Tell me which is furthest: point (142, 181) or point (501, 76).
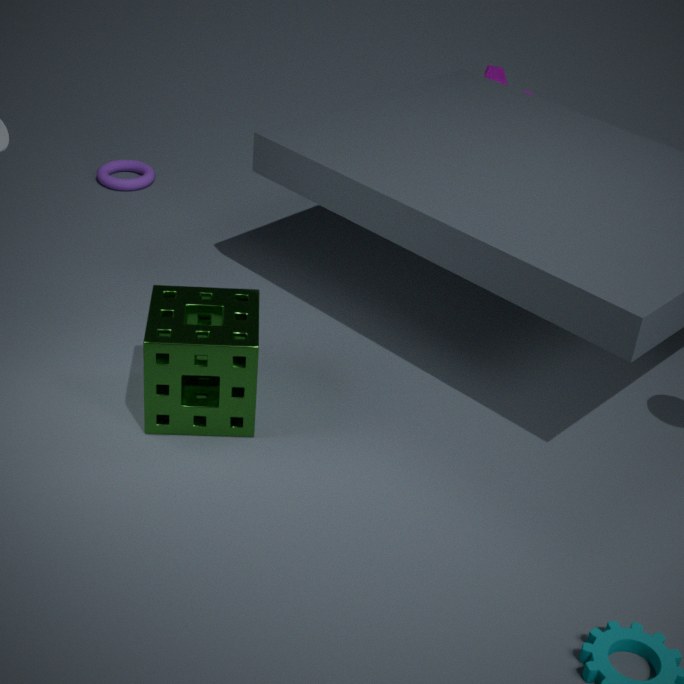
point (501, 76)
